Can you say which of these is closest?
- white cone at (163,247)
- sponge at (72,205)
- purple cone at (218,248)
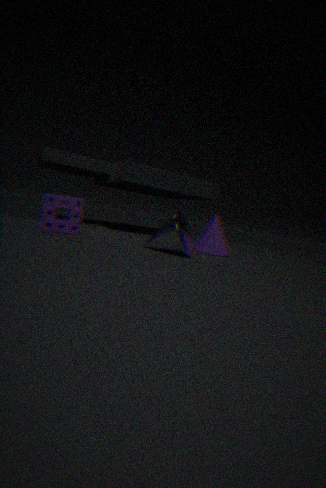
white cone at (163,247)
